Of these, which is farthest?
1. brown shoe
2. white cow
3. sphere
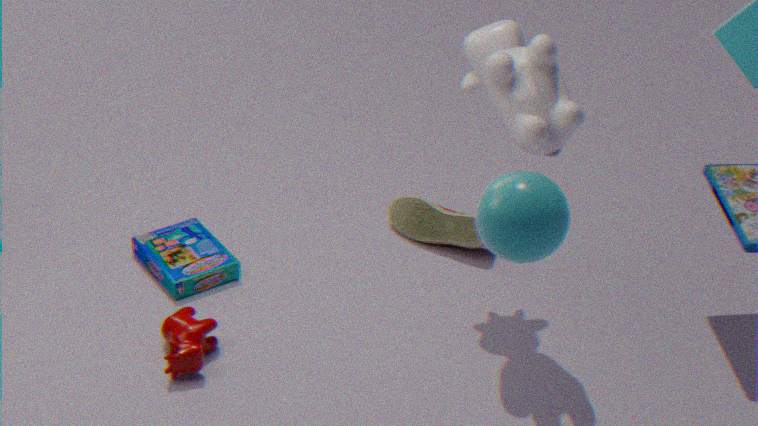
brown shoe
